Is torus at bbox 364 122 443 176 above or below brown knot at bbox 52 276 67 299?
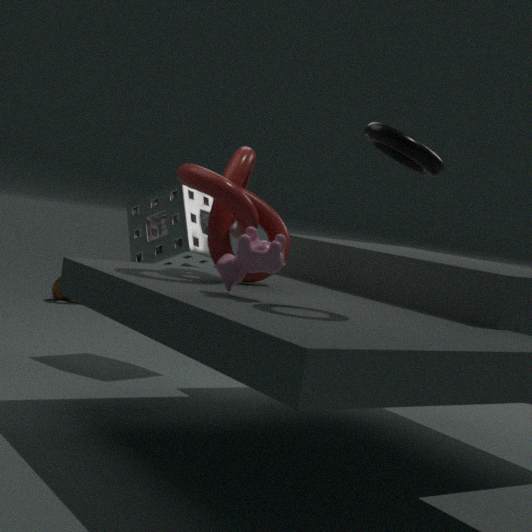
above
